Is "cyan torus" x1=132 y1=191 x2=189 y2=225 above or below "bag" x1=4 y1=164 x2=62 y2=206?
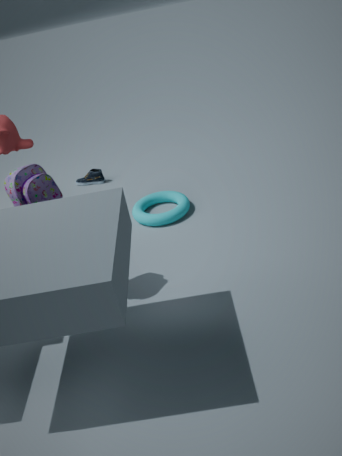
below
